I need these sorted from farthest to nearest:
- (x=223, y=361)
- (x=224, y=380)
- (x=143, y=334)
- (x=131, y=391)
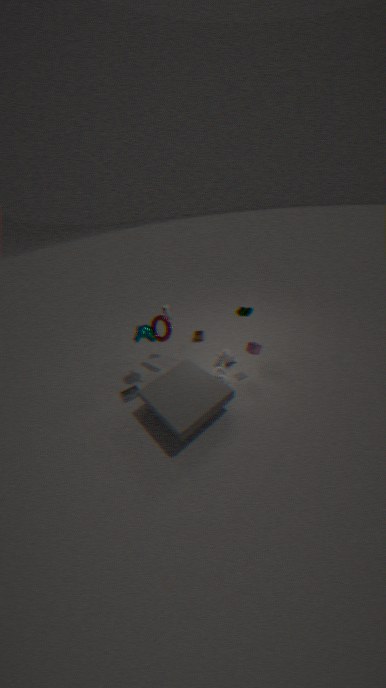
(x=223, y=361) < (x=131, y=391) < (x=143, y=334) < (x=224, y=380)
